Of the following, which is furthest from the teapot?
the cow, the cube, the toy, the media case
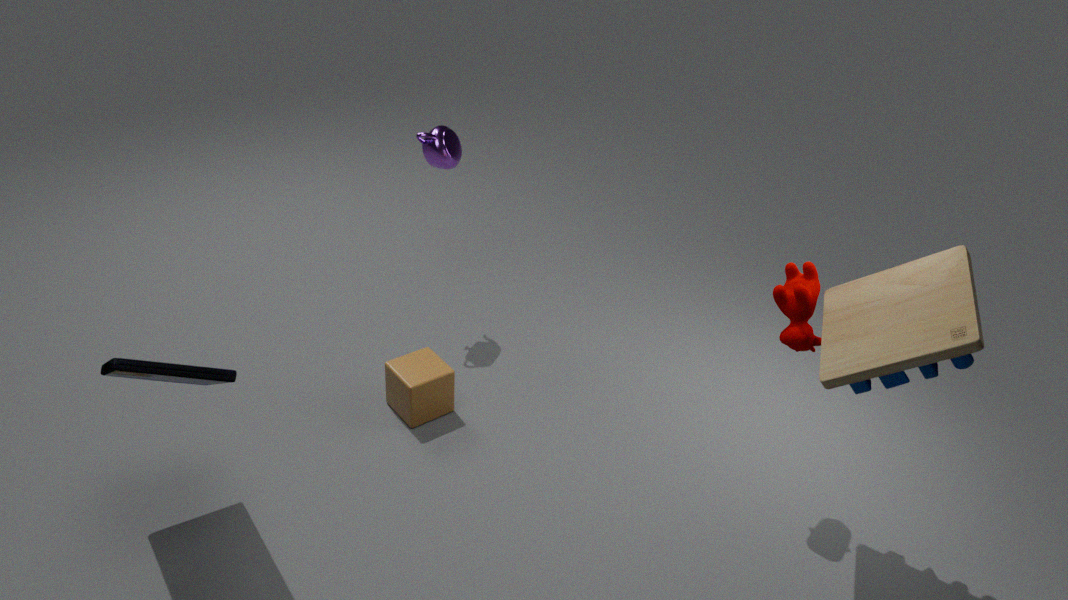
the toy
